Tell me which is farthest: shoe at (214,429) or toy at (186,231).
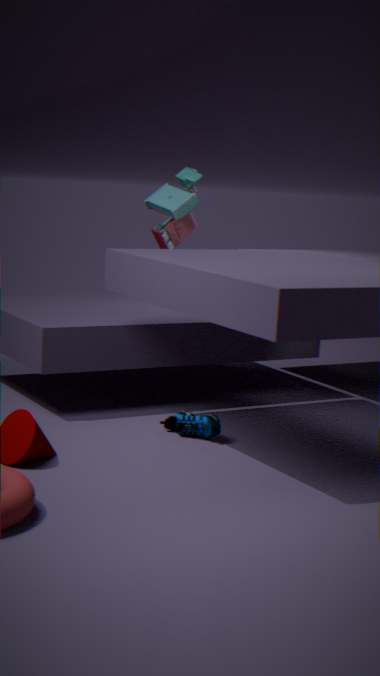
toy at (186,231)
